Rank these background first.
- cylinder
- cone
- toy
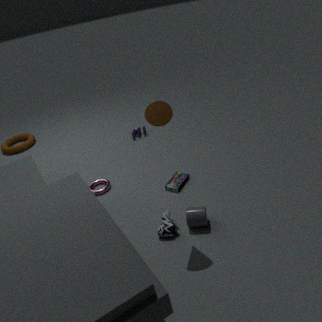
toy
cylinder
cone
